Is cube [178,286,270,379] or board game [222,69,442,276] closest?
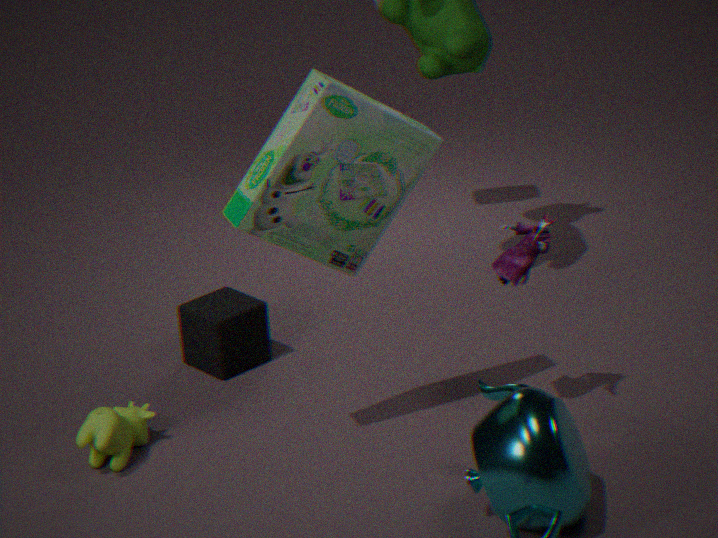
board game [222,69,442,276]
